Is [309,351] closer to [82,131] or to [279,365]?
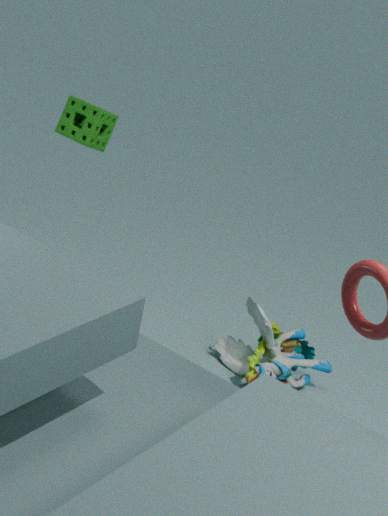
[279,365]
